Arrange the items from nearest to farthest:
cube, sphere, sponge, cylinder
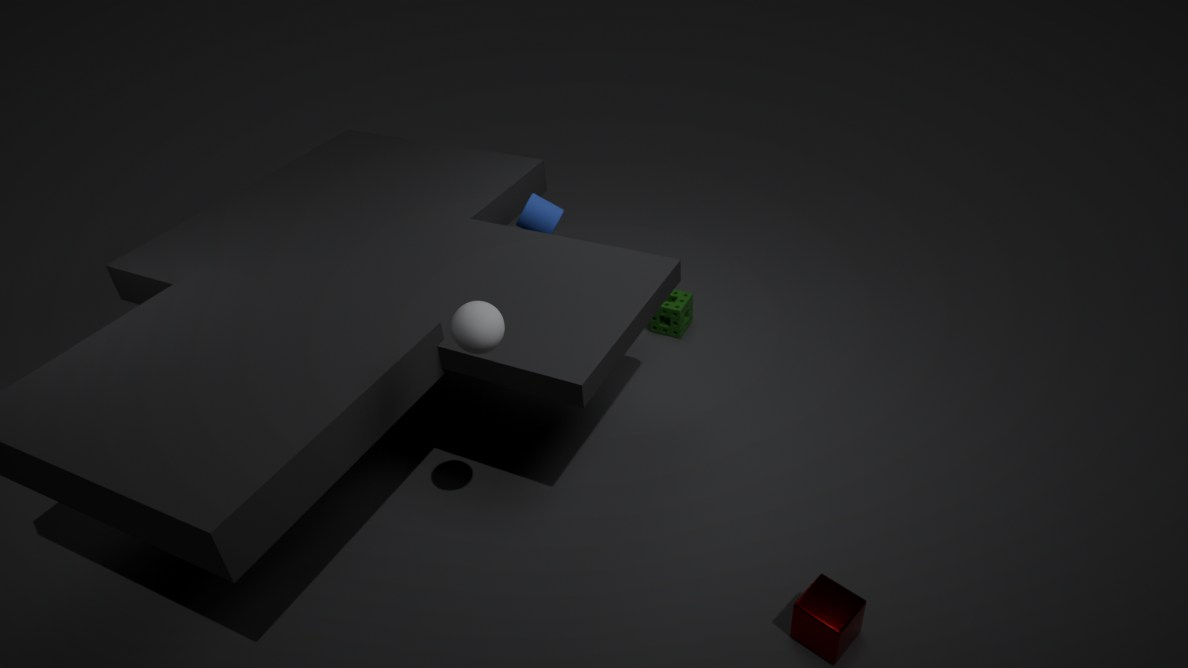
sphere
cube
cylinder
sponge
